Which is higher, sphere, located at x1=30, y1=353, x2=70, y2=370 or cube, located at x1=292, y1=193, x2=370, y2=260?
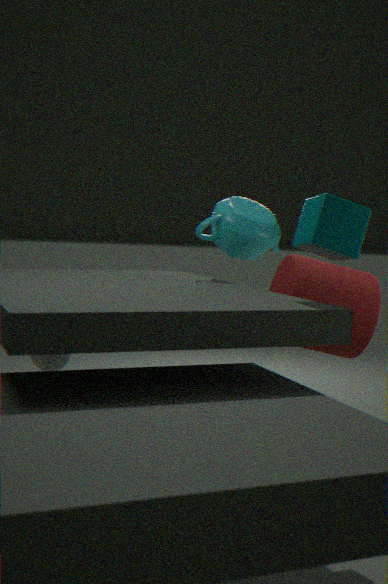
cube, located at x1=292, y1=193, x2=370, y2=260
